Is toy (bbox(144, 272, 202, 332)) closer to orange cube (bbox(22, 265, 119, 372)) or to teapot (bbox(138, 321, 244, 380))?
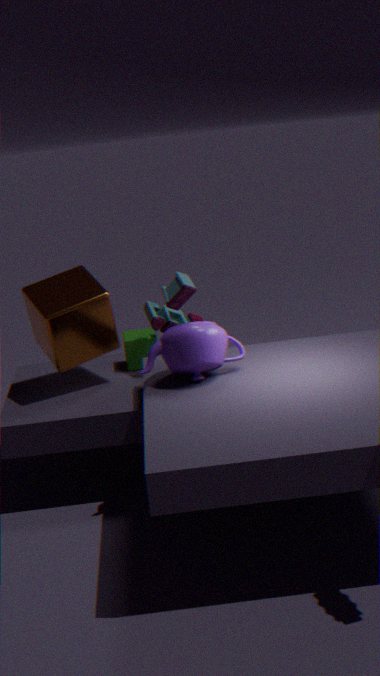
orange cube (bbox(22, 265, 119, 372))
